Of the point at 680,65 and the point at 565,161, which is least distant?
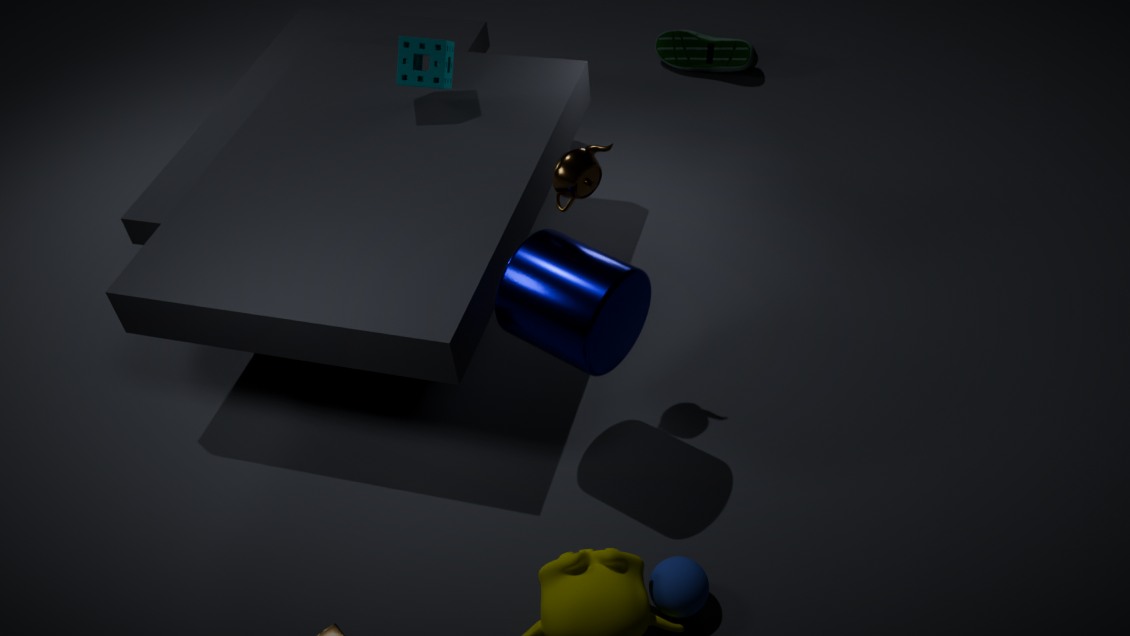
the point at 565,161
